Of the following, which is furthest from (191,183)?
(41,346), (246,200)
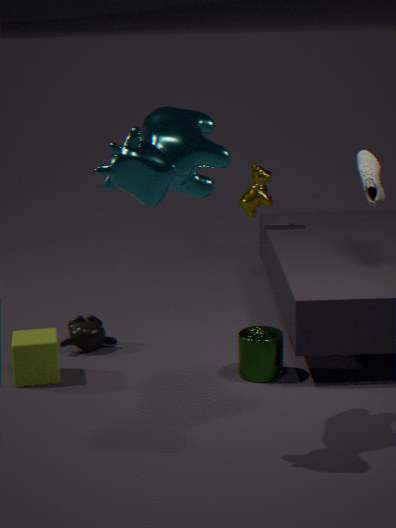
(246,200)
